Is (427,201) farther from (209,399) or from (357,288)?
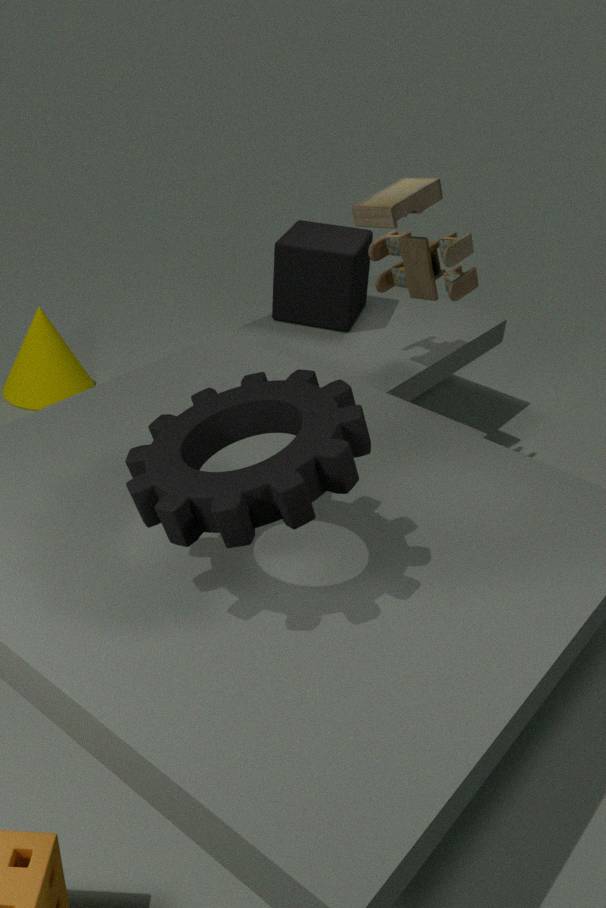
(209,399)
